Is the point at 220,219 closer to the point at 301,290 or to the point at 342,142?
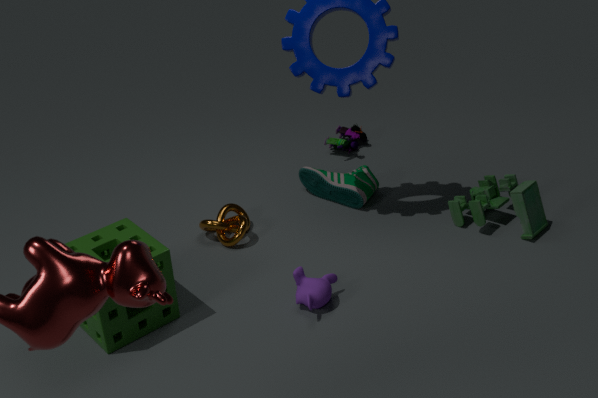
the point at 301,290
